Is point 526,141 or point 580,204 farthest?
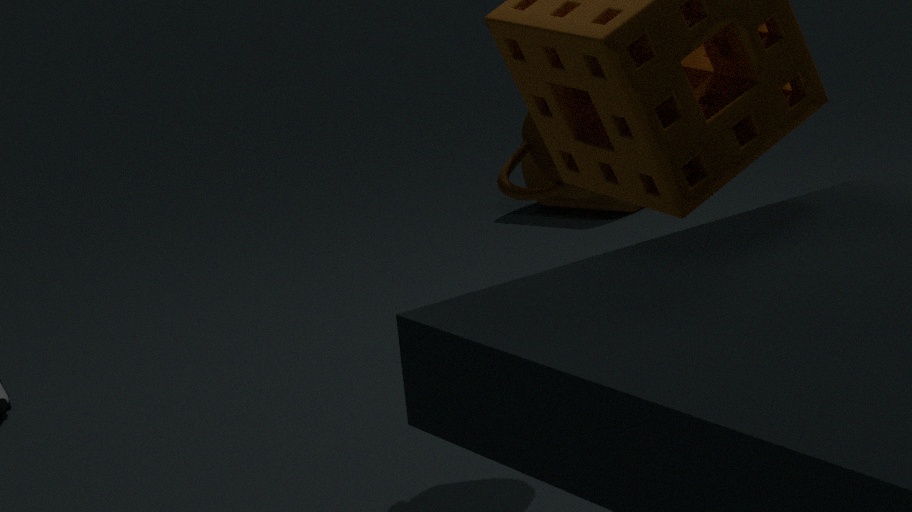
point 580,204
